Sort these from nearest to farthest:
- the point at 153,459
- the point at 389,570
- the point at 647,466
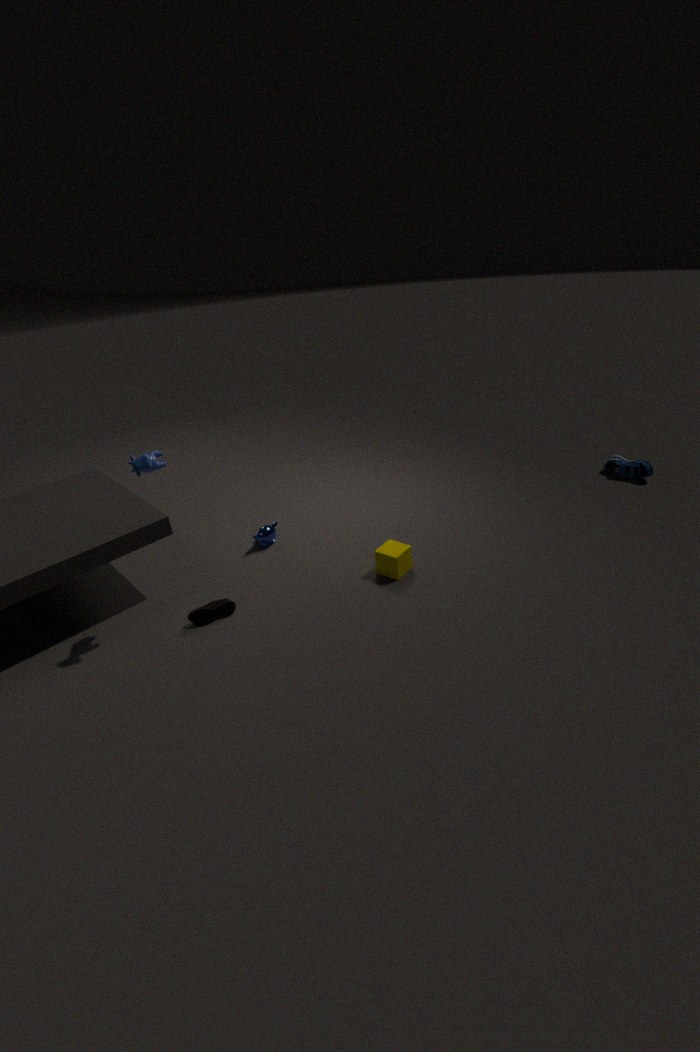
the point at 153,459, the point at 389,570, the point at 647,466
